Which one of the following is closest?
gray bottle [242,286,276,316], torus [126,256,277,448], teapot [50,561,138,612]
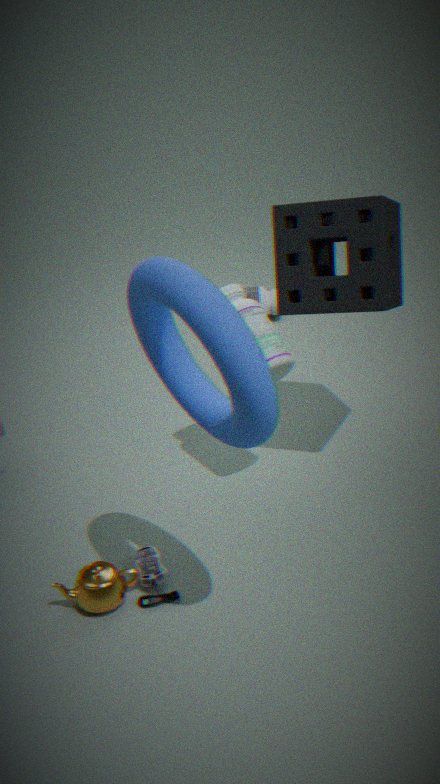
torus [126,256,277,448]
